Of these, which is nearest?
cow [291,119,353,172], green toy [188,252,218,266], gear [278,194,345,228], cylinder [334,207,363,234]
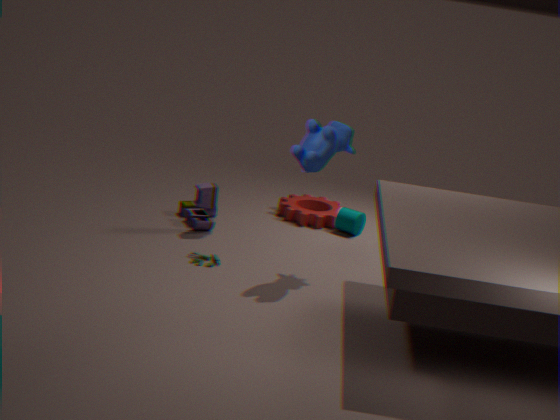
cow [291,119,353,172]
